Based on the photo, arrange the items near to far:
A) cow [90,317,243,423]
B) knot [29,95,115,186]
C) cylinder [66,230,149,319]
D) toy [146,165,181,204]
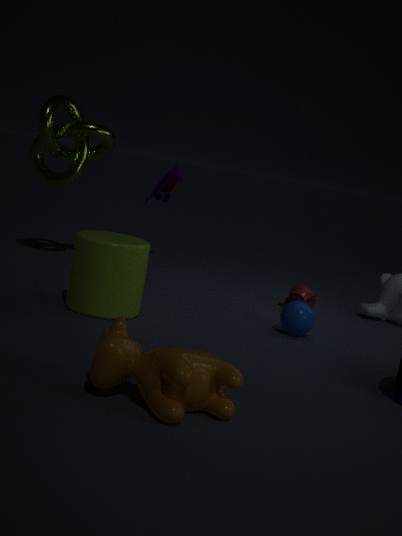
cow [90,317,243,423], cylinder [66,230,149,319], knot [29,95,115,186], toy [146,165,181,204]
